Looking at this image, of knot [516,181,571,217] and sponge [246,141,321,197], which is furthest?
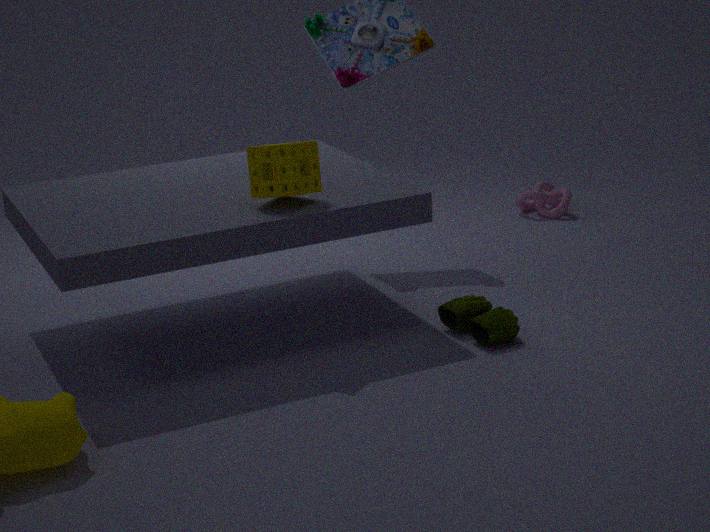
knot [516,181,571,217]
